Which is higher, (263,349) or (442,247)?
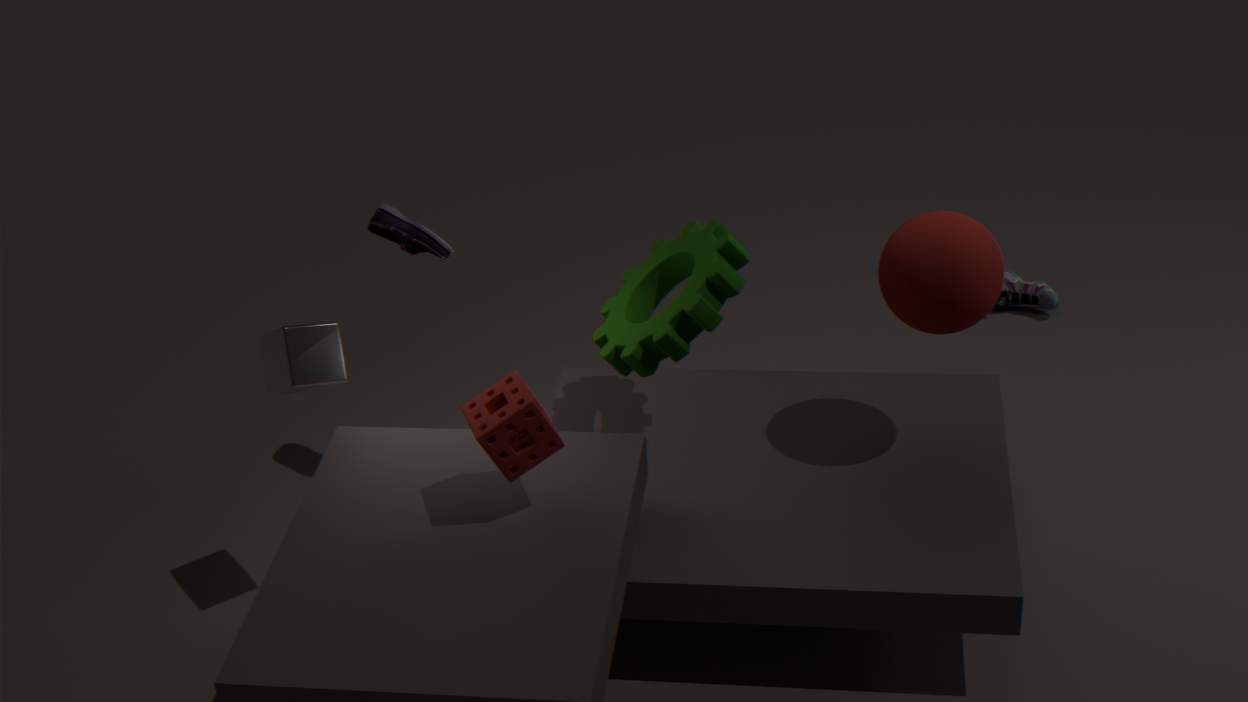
(442,247)
